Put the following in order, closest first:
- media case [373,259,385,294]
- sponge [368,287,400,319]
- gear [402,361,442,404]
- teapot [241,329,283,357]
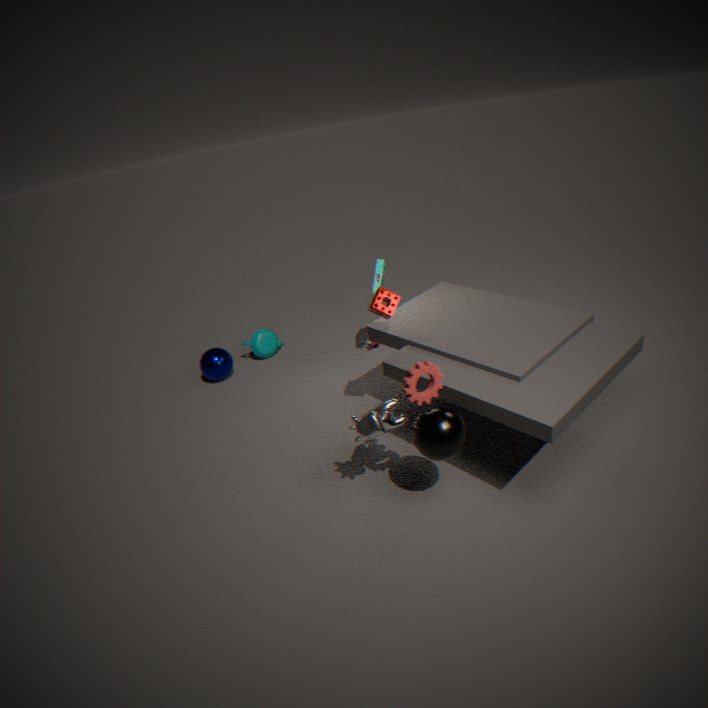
gear [402,361,442,404] → sponge [368,287,400,319] → media case [373,259,385,294] → teapot [241,329,283,357]
